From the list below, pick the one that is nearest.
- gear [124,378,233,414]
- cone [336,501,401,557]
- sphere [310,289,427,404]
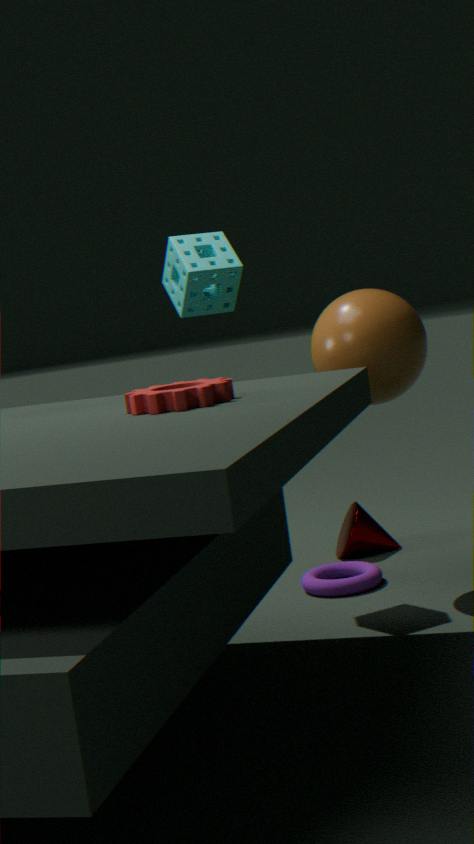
gear [124,378,233,414]
